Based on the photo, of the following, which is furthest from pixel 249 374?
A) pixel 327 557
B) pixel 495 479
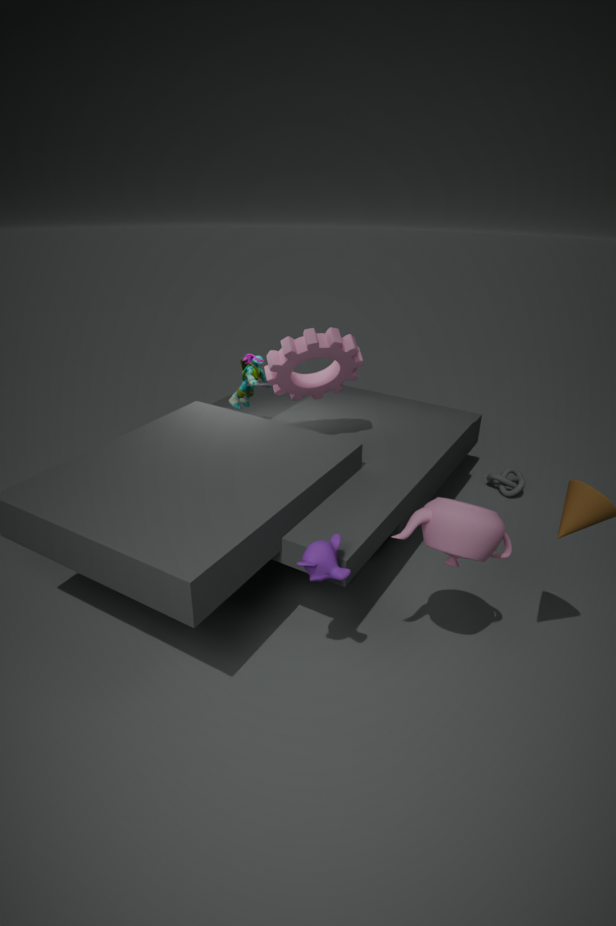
pixel 495 479
